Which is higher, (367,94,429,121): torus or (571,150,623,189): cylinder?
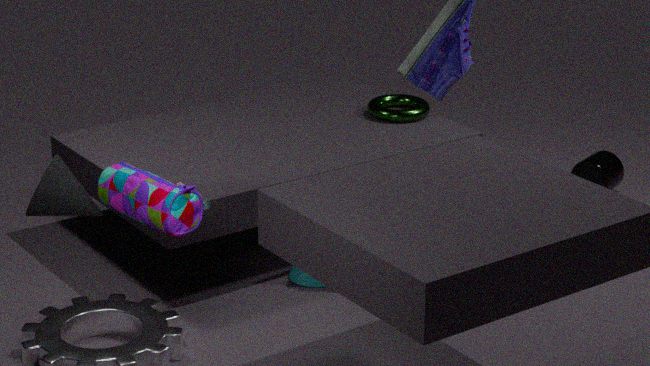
(367,94,429,121): torus
